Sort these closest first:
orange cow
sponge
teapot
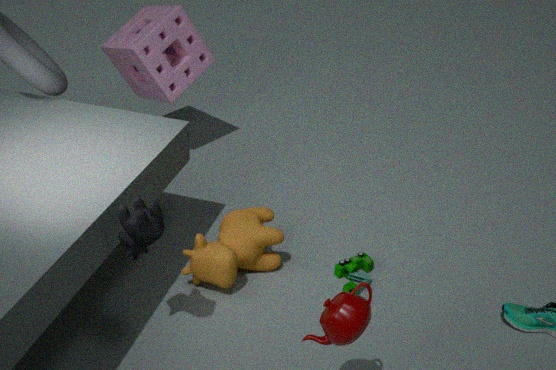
1. teapot
2. orange cow
3. sponge
